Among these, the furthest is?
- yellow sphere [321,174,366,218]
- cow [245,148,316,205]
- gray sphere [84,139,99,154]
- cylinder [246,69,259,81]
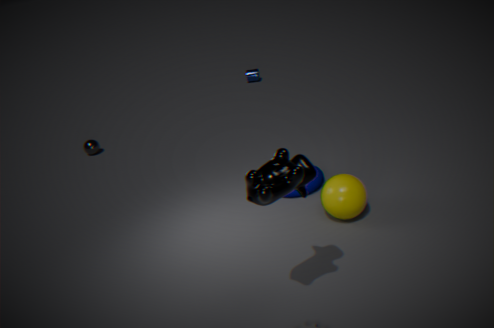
cylinder [246,69,259,81]
